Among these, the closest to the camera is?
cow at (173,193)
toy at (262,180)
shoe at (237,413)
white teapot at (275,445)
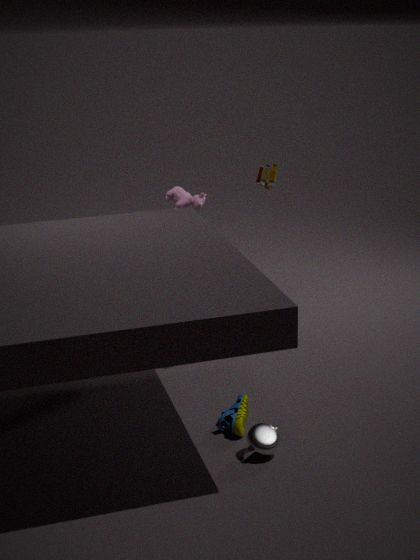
white teapot at (275,445)
